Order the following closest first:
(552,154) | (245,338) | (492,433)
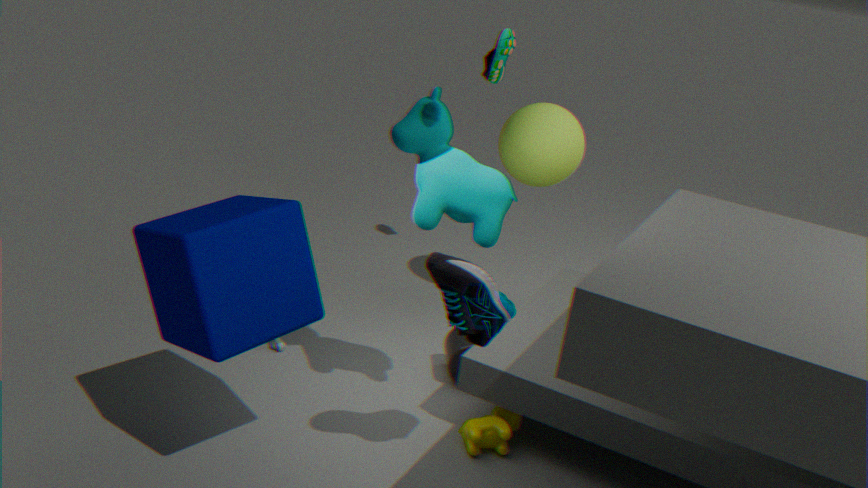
1. (245,338)
2. (492,433)
3. (552,154)
